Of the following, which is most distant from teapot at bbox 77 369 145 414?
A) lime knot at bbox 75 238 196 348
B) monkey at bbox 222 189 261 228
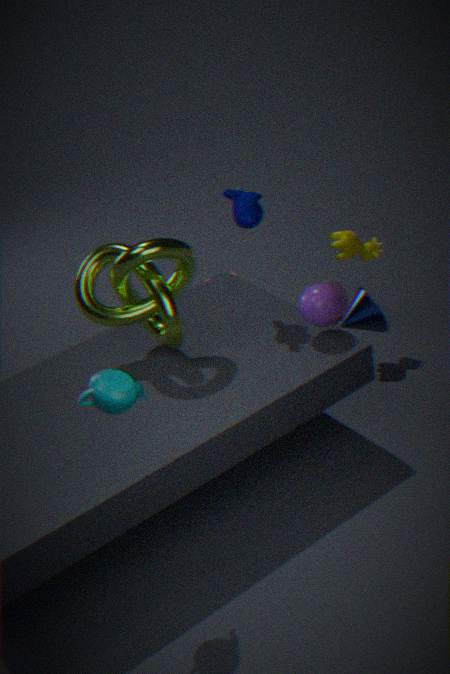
monkey at bbox 222 189 261 228
